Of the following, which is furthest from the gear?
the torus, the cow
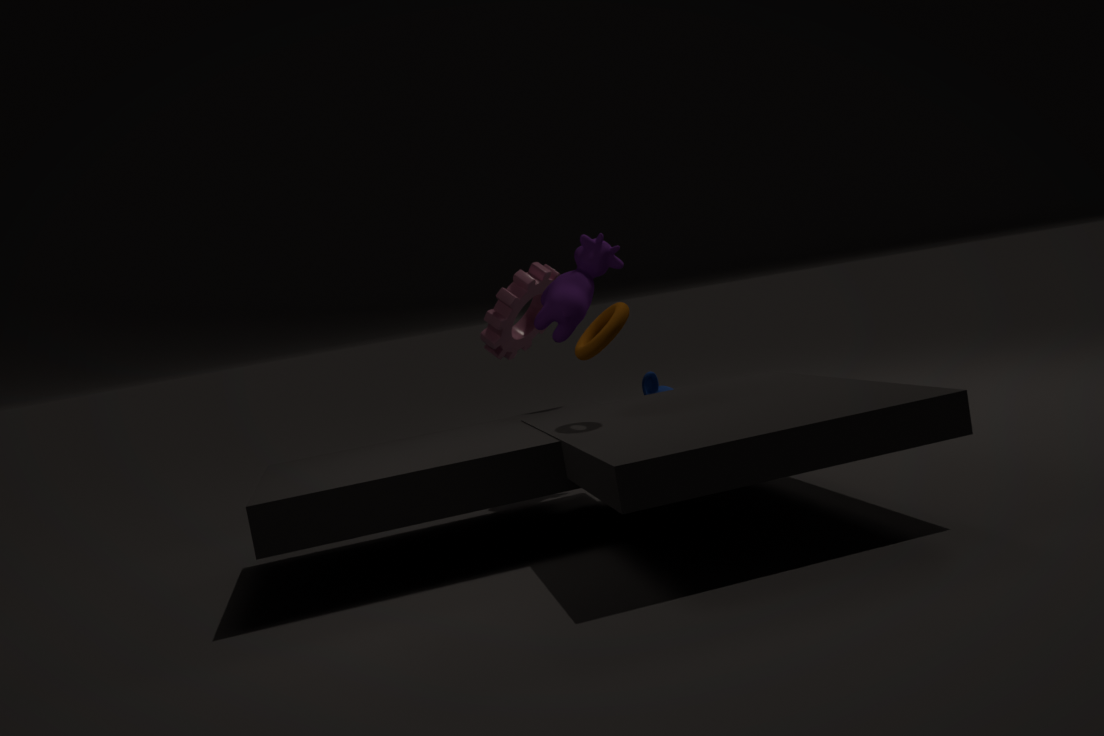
the torus
